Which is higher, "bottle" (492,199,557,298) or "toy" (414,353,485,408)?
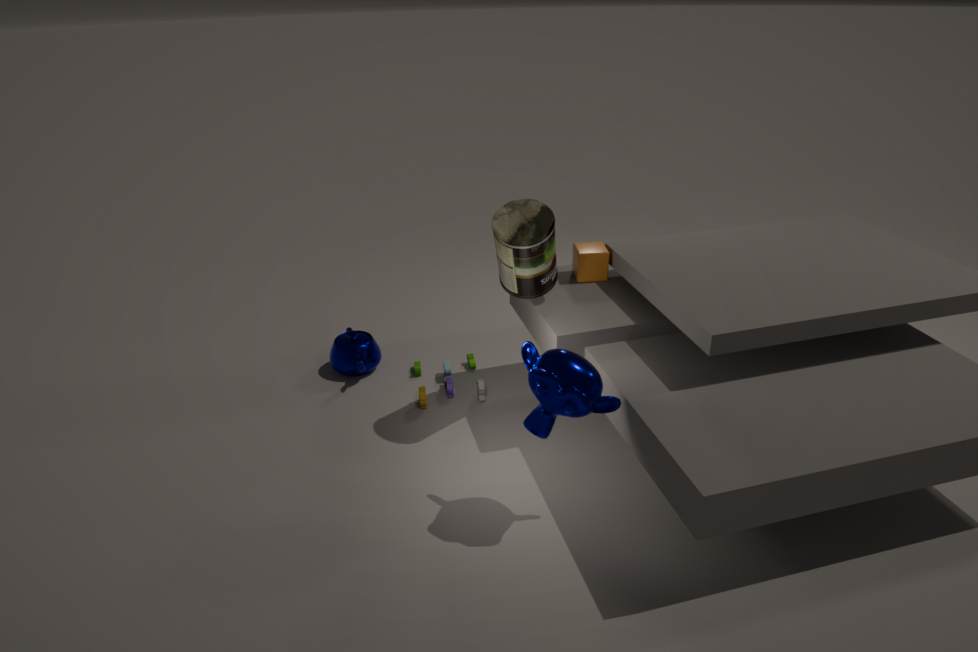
"bottle" (492,199,557,298)
